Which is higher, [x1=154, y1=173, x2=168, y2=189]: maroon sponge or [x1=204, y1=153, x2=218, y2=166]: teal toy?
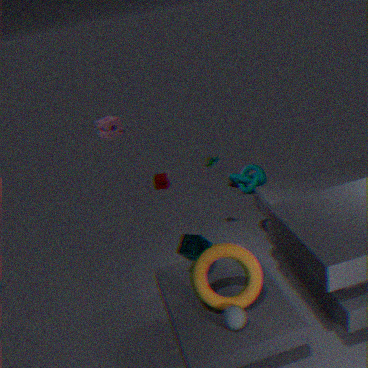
[x1=204, y1=153, x2=218, y2=166]: teal toy
